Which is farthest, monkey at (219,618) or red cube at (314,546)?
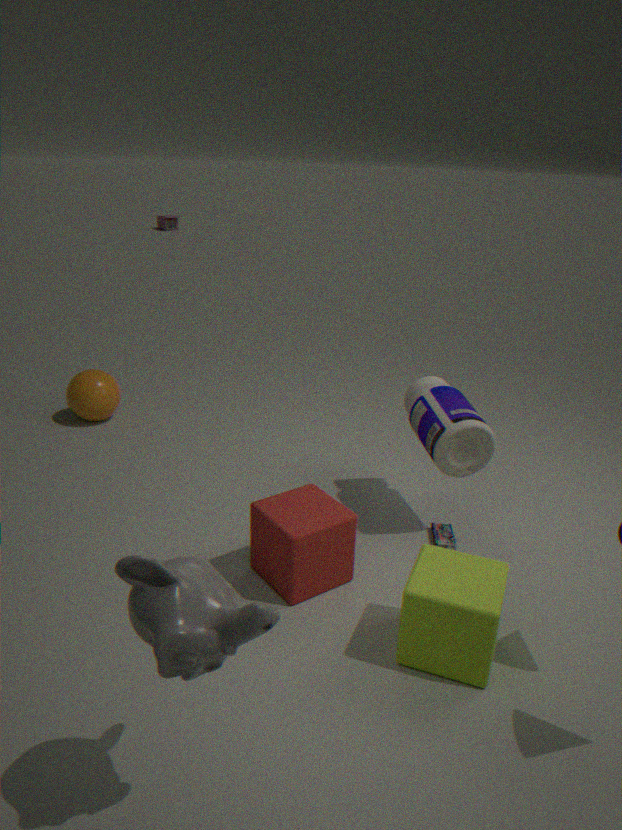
red cube at (314,546)
